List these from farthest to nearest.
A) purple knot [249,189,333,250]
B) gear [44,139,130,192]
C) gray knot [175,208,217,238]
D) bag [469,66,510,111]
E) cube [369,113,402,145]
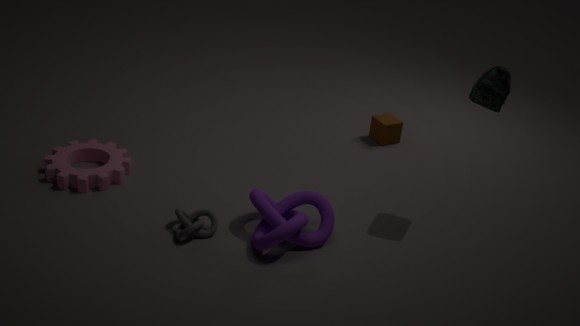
1. cube [369,113,402,145]
2. gear [44,139,130,192]
3. gray knot [175,208,217,238]
4. bag [469,66,510,111]
5. purple knot [249,189,333,250]
